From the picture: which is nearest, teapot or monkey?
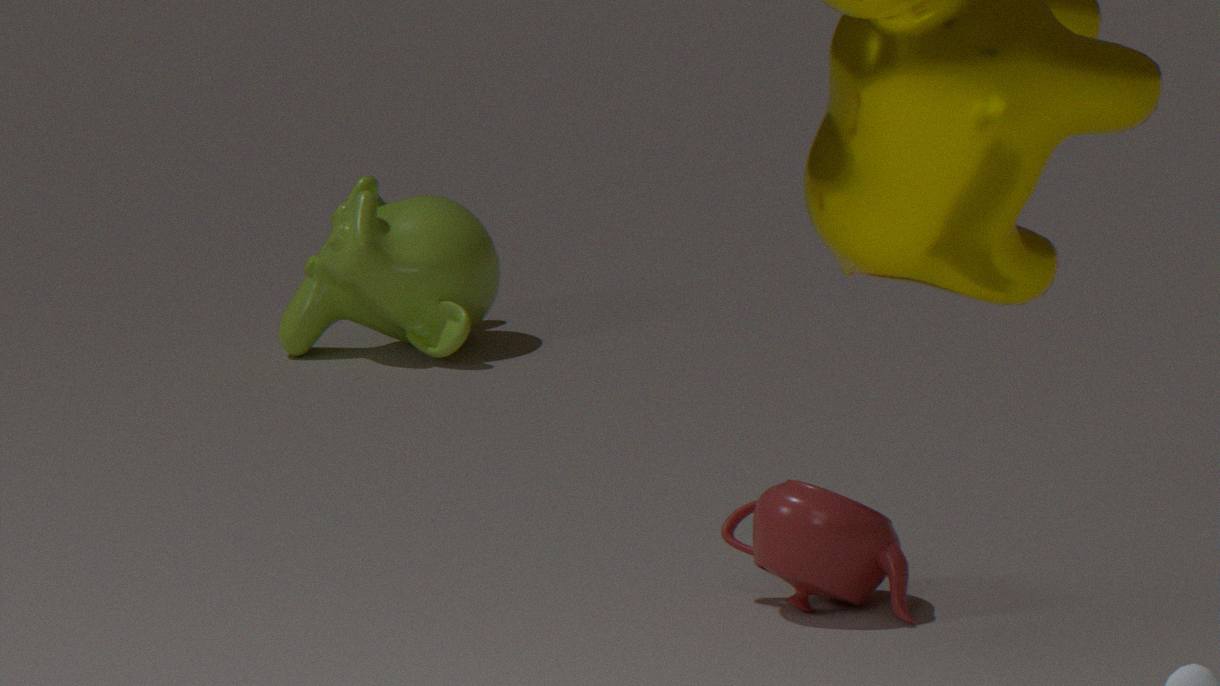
teapot
